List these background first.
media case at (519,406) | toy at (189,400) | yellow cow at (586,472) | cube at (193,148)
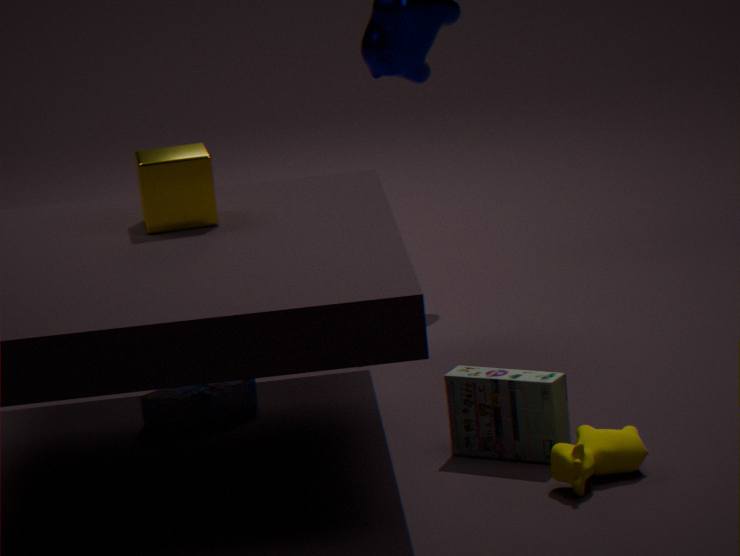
toy at (189,400) < cube at (193,148) < media case at (519,406) < yellow cow at (586,472)
